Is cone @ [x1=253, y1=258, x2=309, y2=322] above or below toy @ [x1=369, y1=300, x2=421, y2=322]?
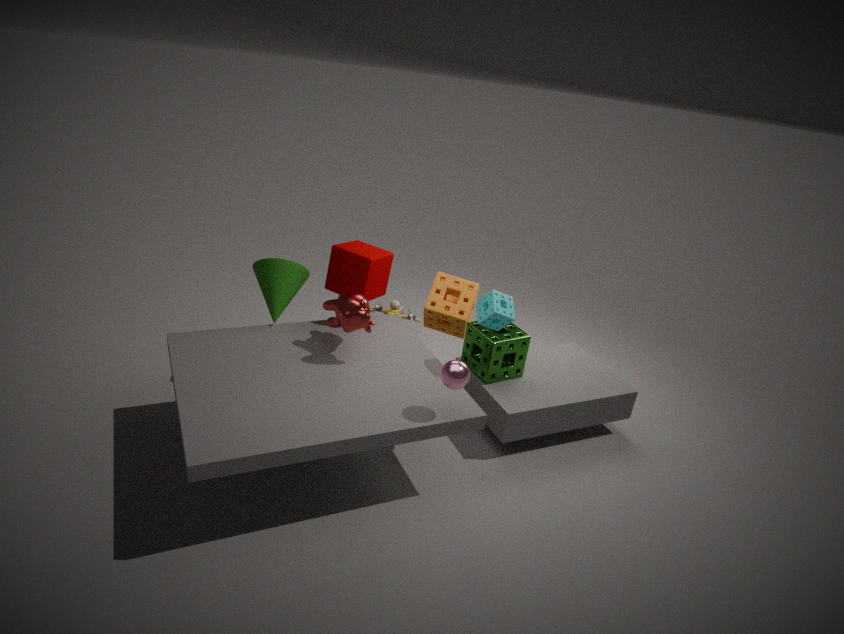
above
